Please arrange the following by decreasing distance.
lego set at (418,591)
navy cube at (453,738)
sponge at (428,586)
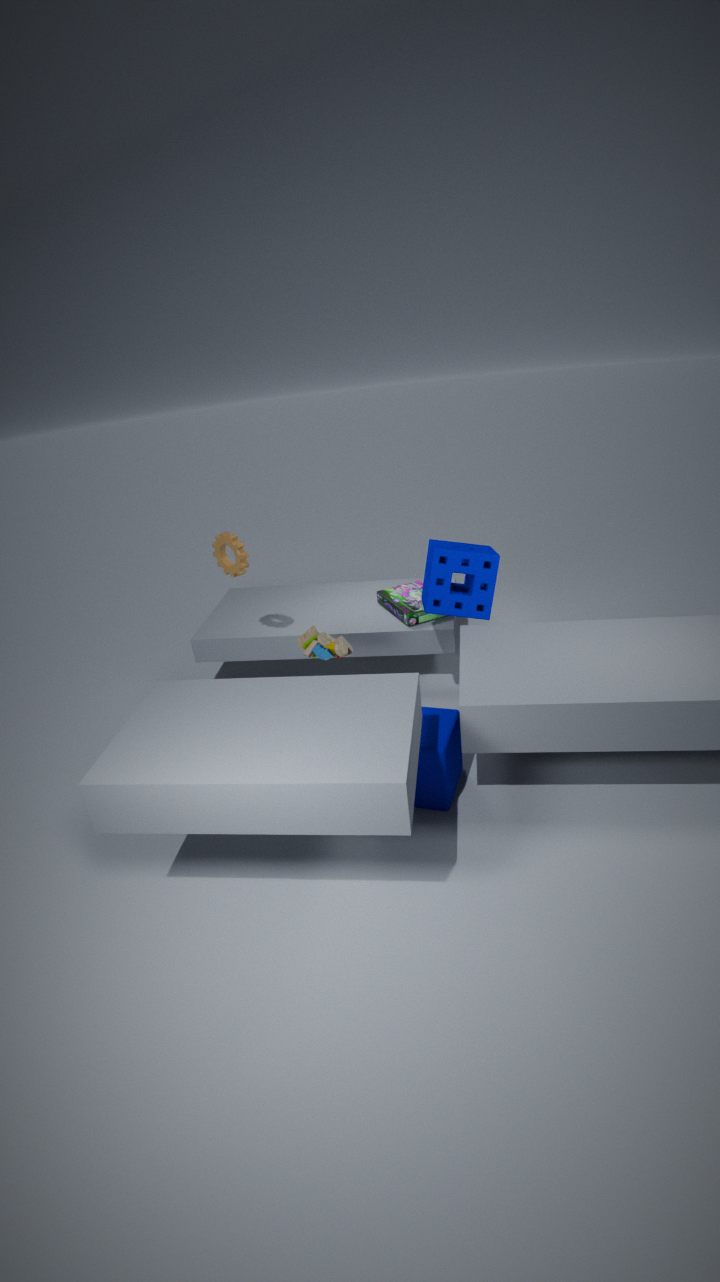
lego set at (418,591)
sponge at (428,586)
navy cube at (453,738)
